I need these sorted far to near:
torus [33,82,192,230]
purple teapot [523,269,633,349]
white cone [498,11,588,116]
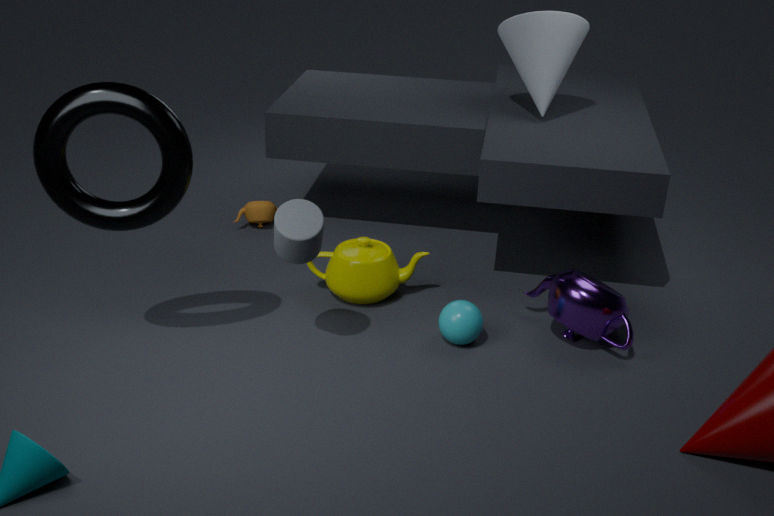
white cone [498,11,588,116] < purple teapot [523,269,633,349] < torus [33,82,192,230]
